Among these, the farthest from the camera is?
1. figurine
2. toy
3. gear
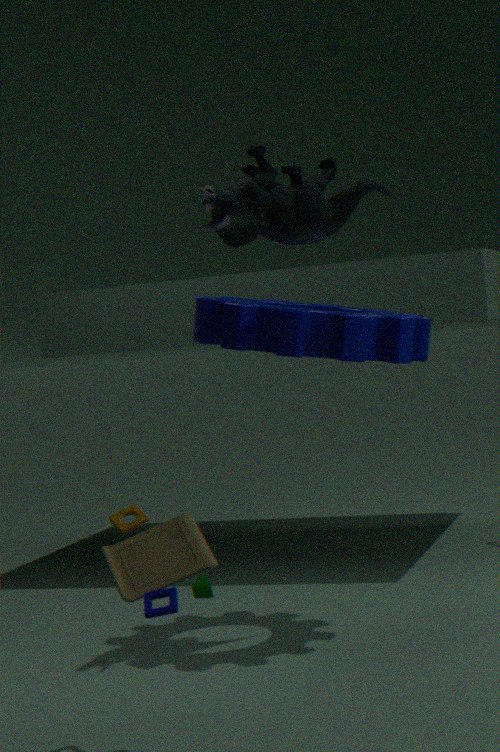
figurine
